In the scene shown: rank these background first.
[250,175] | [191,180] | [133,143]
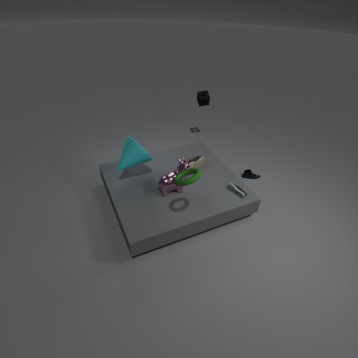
[250,175], [133,143], [191,180]
